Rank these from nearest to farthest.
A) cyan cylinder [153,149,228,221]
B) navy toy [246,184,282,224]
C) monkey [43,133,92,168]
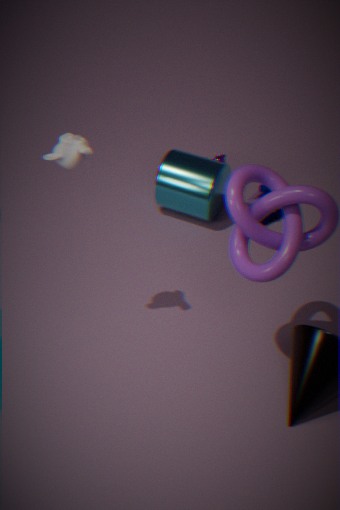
monkey [43,133,92,168] < cyan cylinder [153,149,228,221] < navy toy [246,184,282,224]
